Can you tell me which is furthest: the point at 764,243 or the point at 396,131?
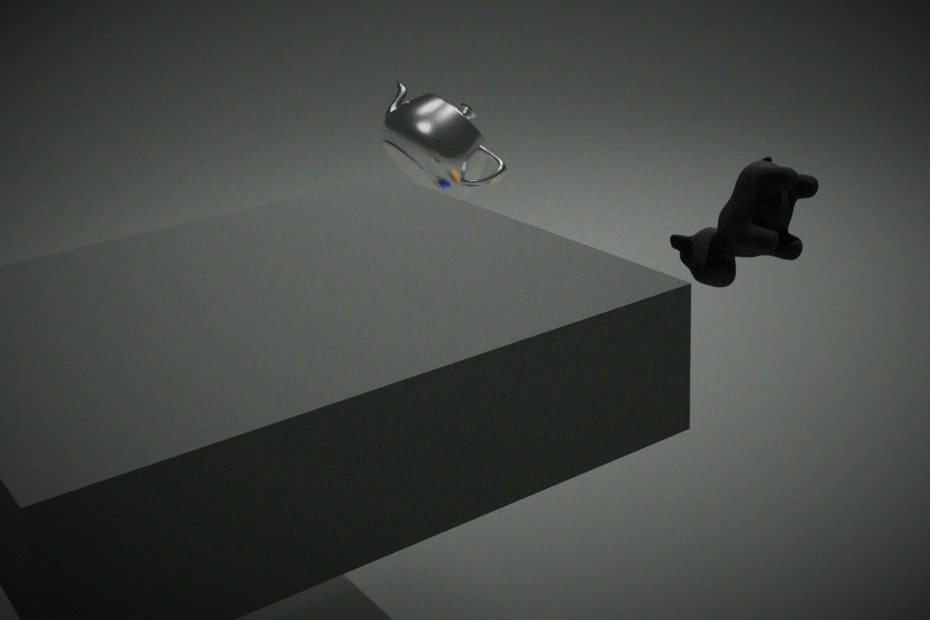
the point at 396,131
